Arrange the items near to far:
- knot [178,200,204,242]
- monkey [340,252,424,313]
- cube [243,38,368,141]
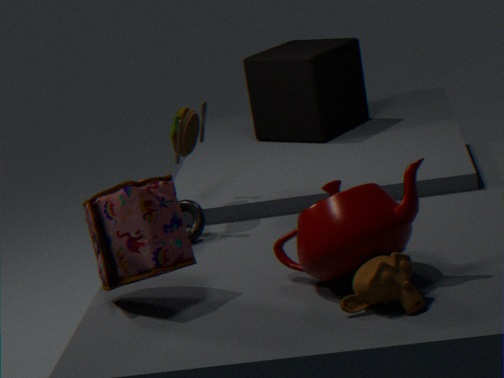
monkey [340,252,424,313]
knot [178,200,204,242]
cube [243,38,368,141]
